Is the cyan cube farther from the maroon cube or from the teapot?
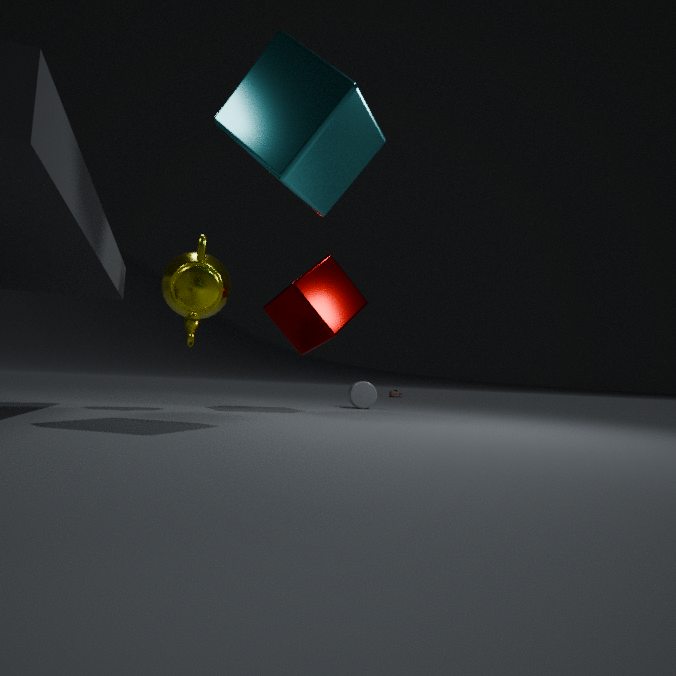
the maroon cube
